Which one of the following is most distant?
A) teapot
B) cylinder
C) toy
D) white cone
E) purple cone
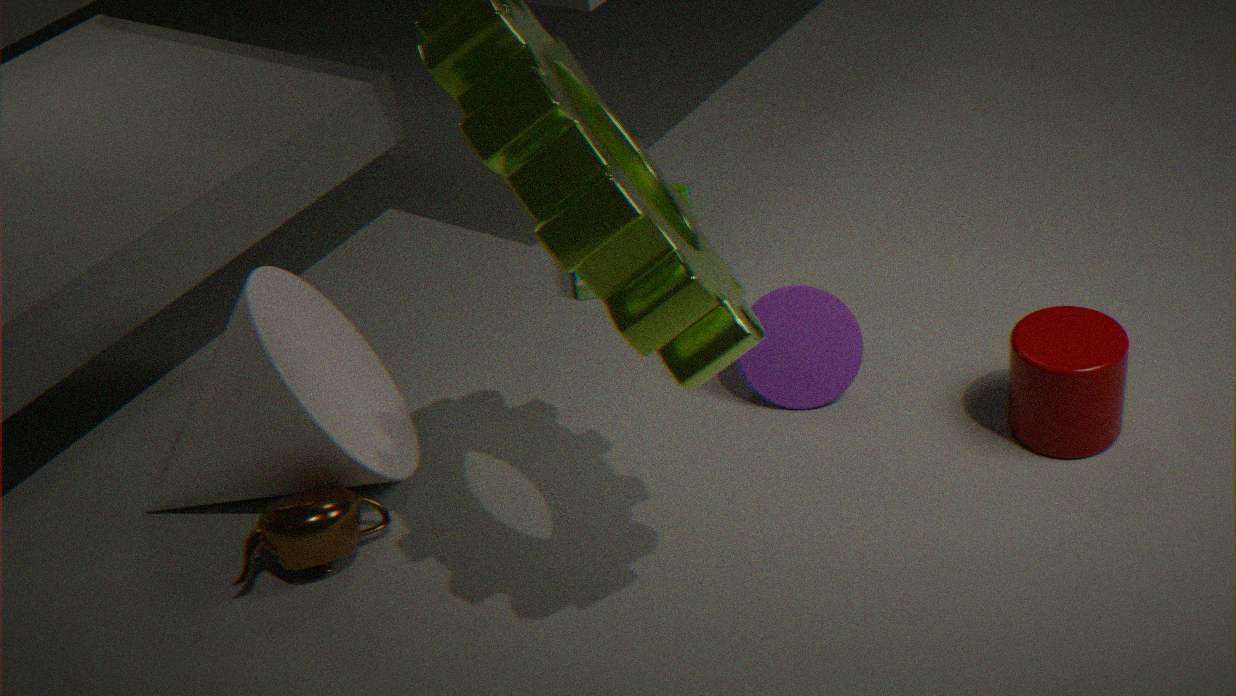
toy
